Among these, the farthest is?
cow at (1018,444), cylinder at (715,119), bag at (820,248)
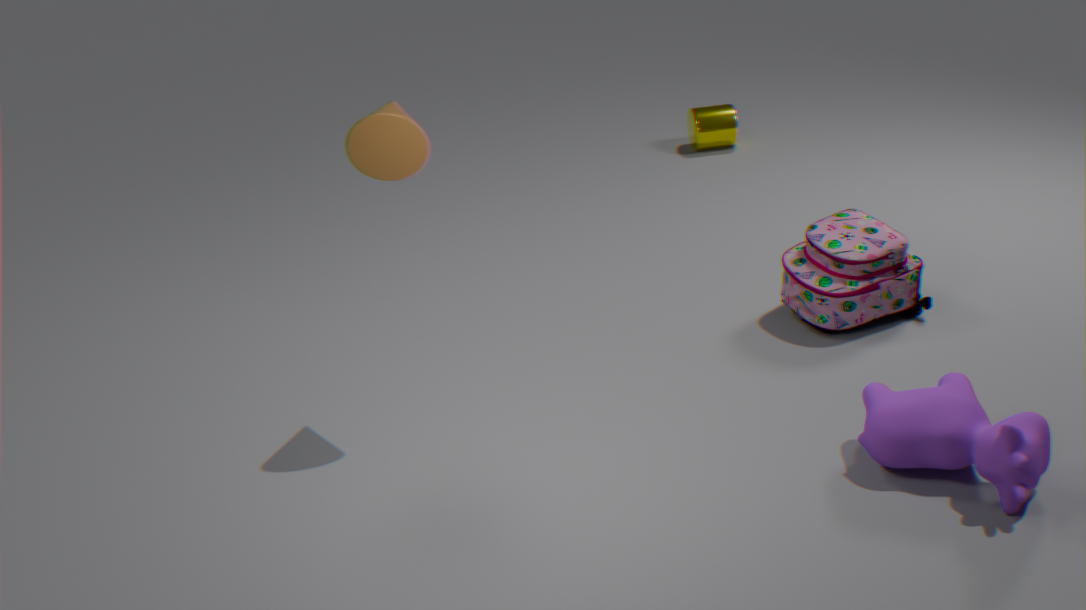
cylinder at (715,119)
